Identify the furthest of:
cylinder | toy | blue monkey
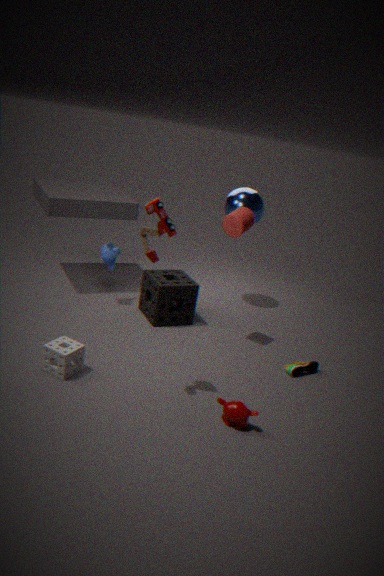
blue monkey
